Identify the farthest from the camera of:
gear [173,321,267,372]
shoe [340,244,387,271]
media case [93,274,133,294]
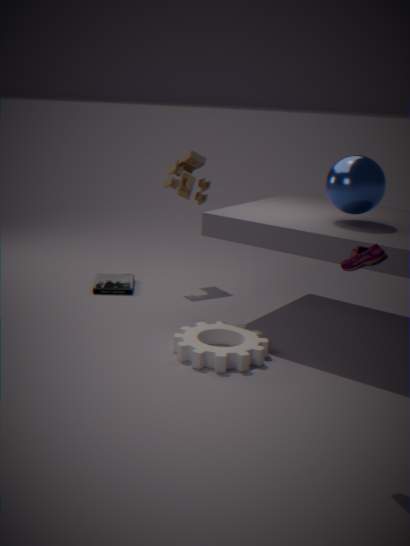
media case [93,274,133,294]
